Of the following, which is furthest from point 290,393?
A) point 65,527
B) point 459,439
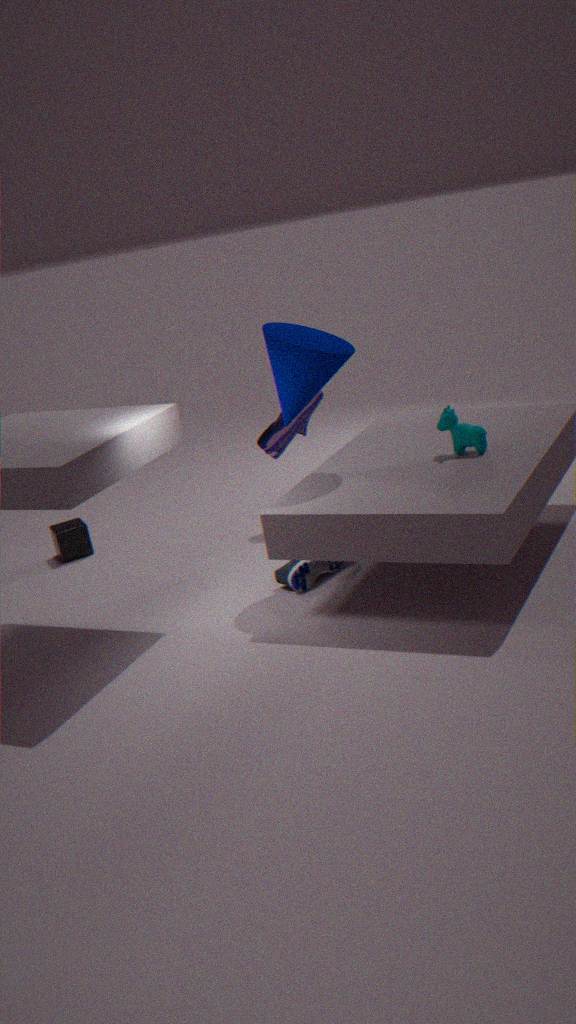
point 65,527
